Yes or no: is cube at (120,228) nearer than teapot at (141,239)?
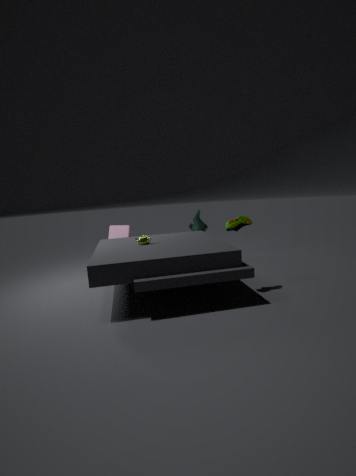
No
